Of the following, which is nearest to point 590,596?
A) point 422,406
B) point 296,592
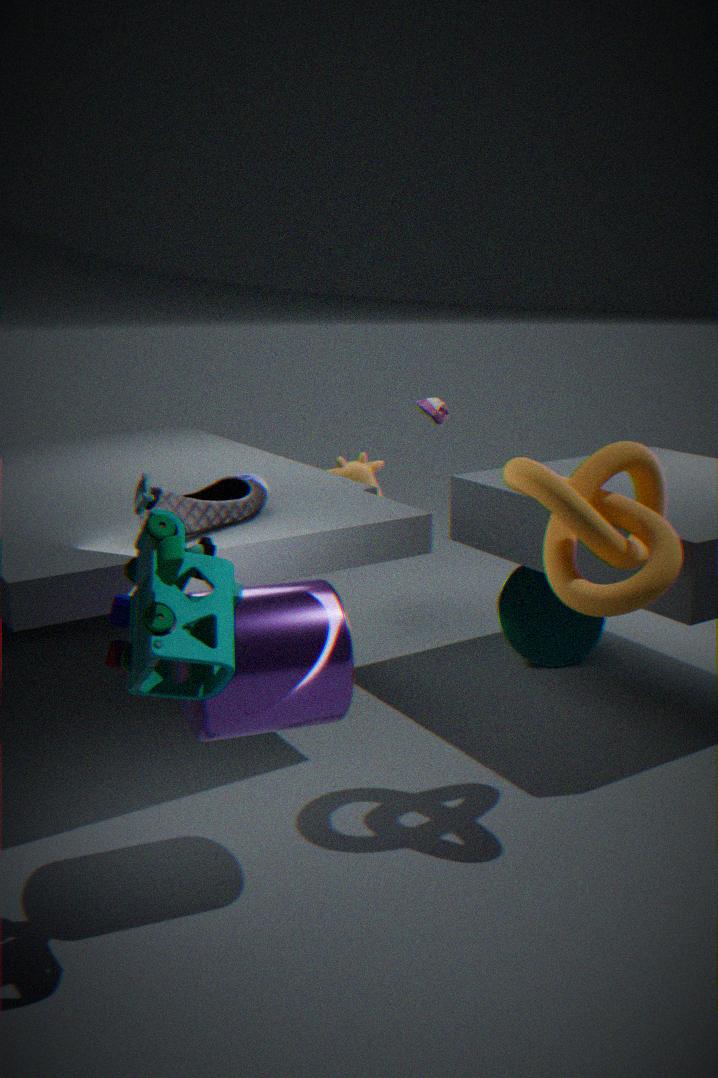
point 422,406
